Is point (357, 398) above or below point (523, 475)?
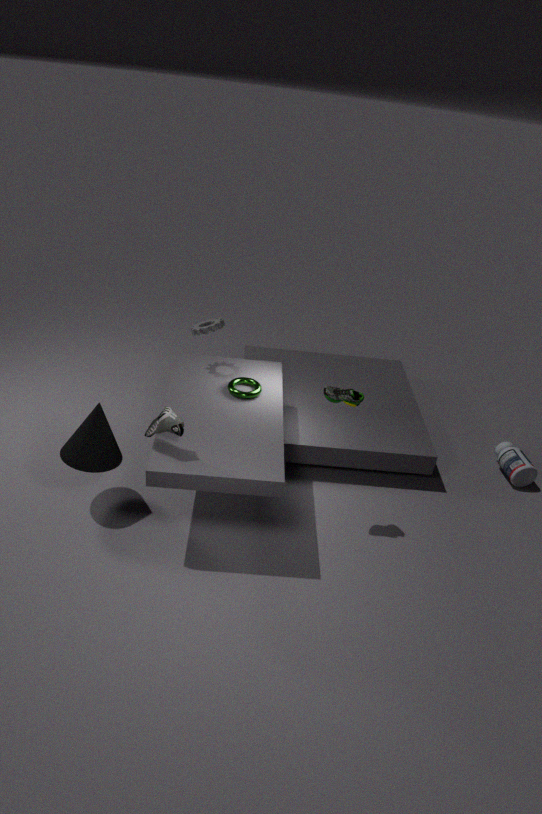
above
